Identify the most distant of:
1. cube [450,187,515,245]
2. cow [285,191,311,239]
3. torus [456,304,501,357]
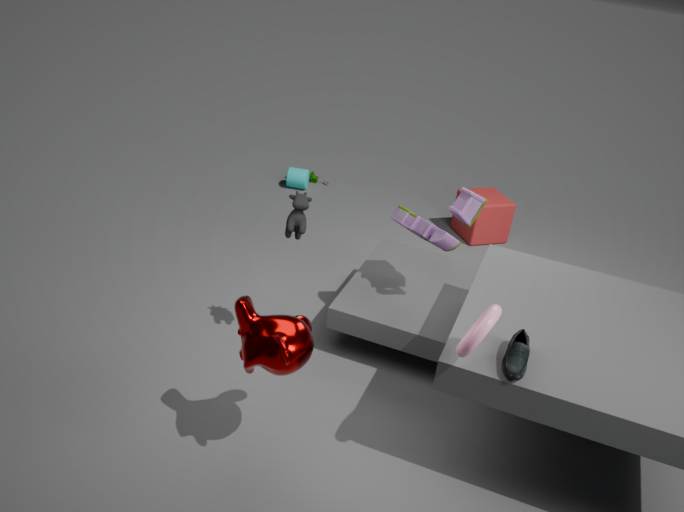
cube [450,187,515,245]
